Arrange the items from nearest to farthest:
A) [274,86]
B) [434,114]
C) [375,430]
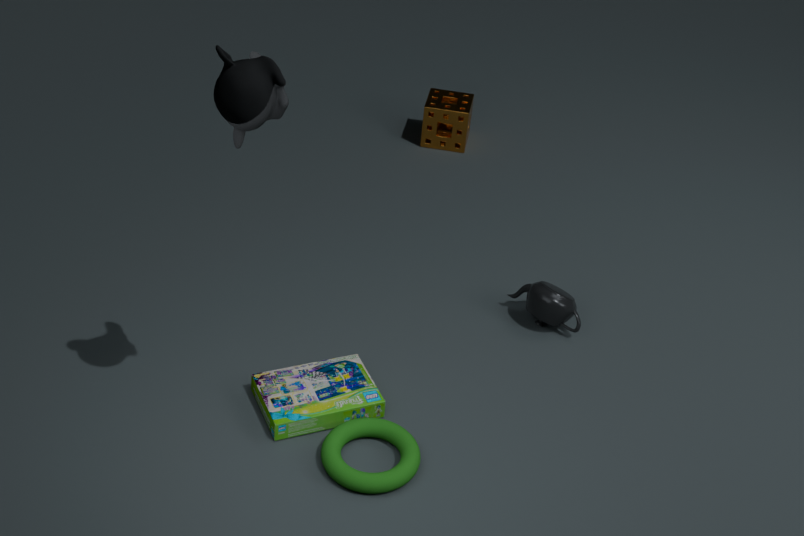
[274,86] < [375,430] < [434,114]
